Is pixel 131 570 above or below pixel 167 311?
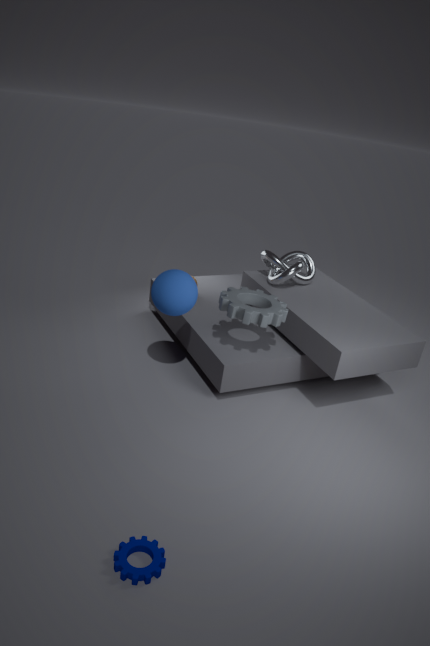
below
